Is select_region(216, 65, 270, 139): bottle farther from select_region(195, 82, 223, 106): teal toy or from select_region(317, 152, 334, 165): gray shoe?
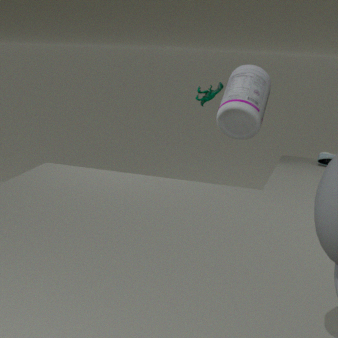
select_region(317, 152, 334, 165): gray shoe
